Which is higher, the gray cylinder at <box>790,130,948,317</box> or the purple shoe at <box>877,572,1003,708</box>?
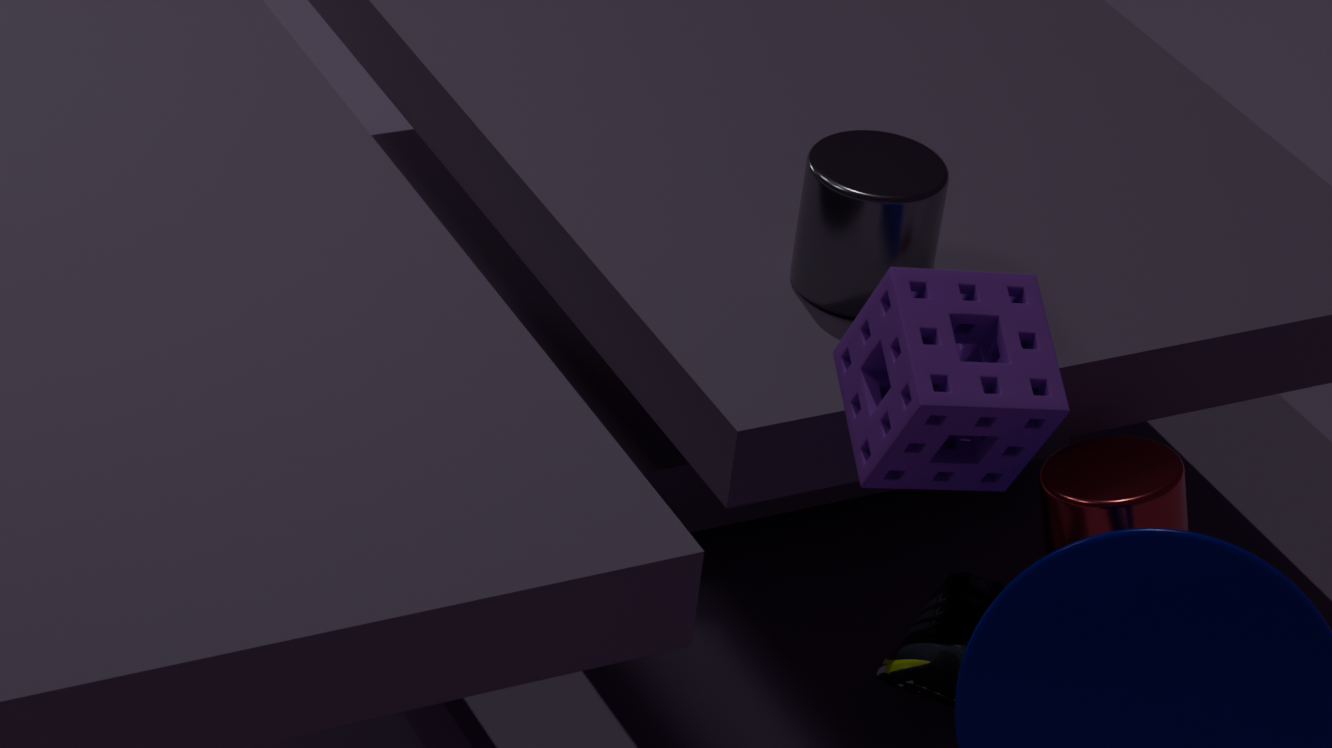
the gray cylinder at <box>790,130,948,317</box>
